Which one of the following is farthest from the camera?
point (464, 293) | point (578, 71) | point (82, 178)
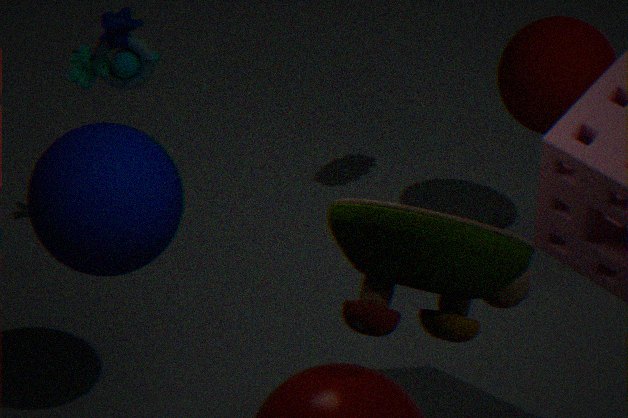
point (578, 71)
